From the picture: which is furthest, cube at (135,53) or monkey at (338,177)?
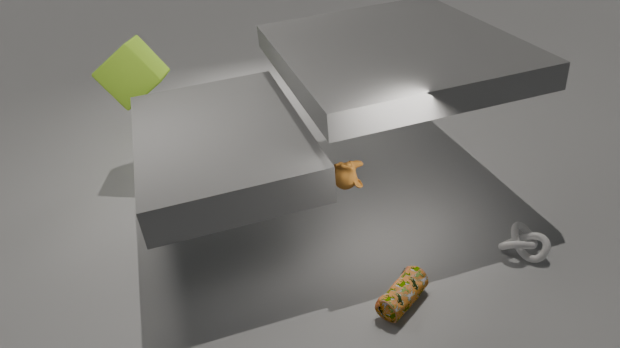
cube at (135,53)
